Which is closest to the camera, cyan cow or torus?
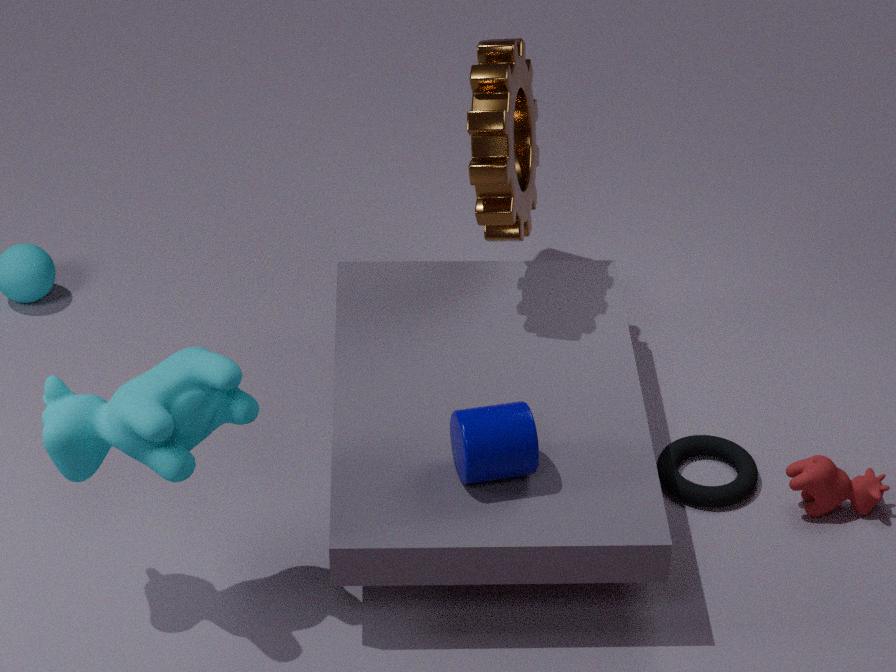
cyan cow
